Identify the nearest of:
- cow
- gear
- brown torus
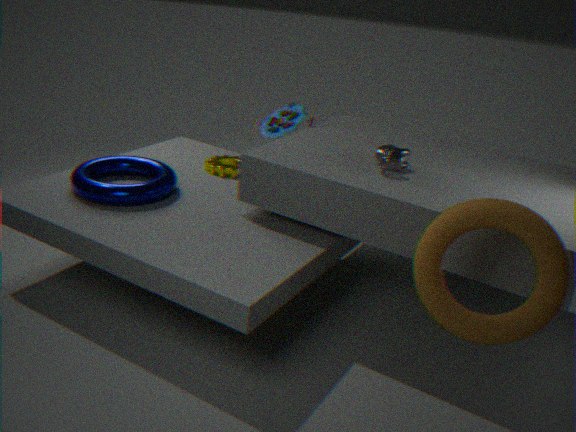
brown torus
